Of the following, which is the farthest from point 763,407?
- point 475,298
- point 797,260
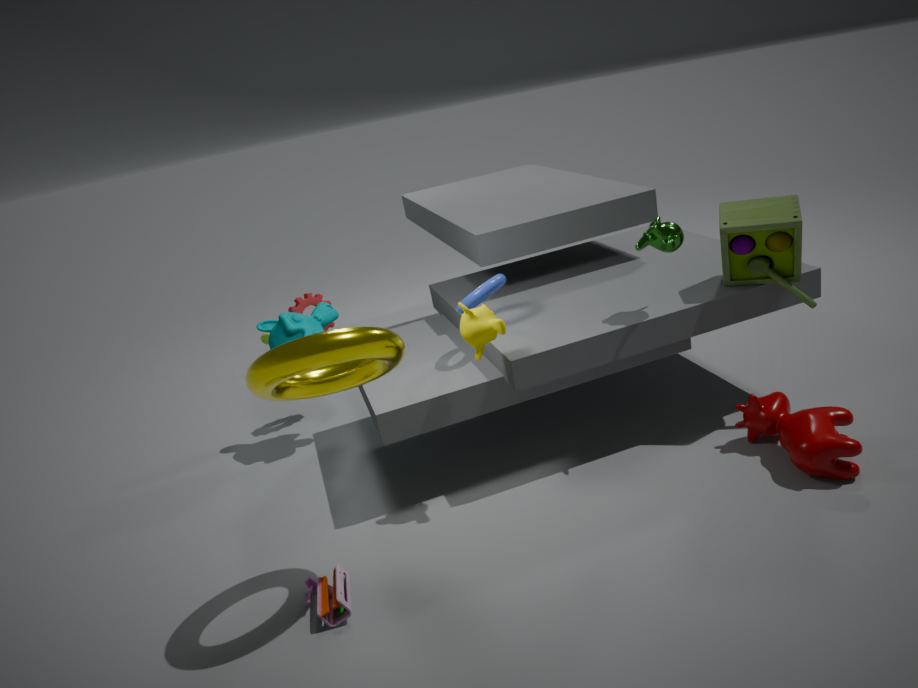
point 475,298
